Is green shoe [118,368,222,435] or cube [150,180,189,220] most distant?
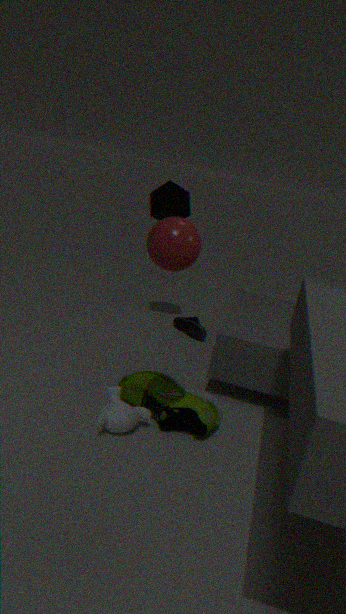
cube [150,180,189,220]
